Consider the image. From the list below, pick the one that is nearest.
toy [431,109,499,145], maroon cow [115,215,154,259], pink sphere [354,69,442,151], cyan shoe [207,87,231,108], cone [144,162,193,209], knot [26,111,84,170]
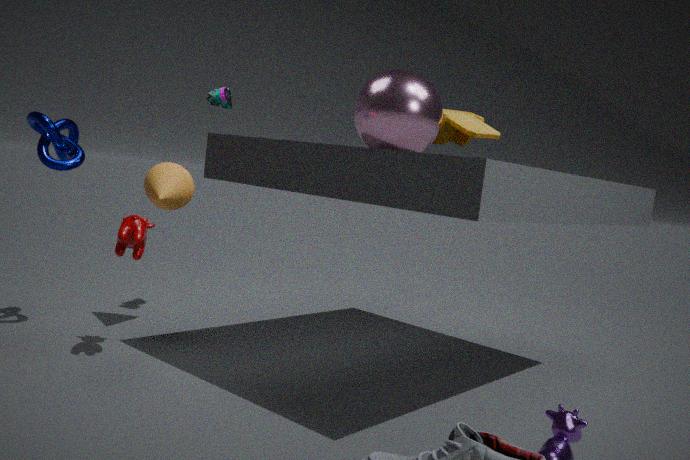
maroon cow [115,215,154,259]
